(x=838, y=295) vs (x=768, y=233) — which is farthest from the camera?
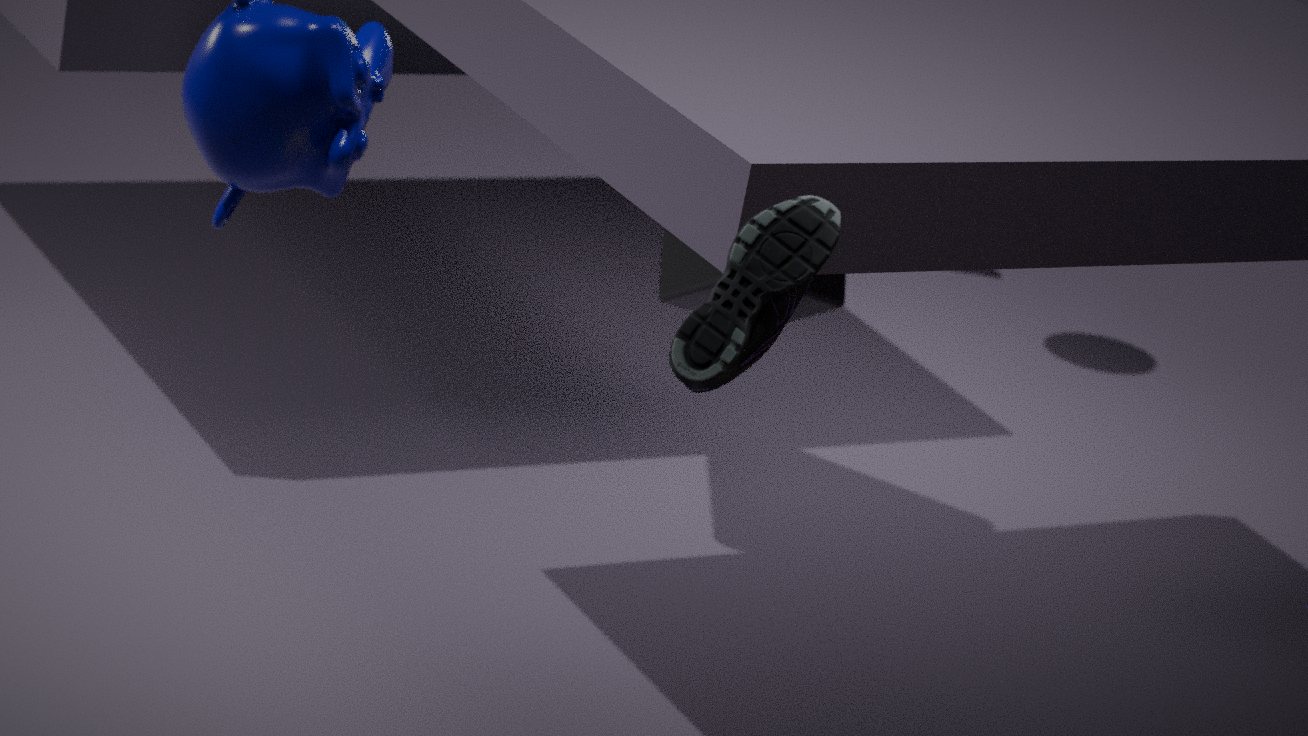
(x=838, y=295)
